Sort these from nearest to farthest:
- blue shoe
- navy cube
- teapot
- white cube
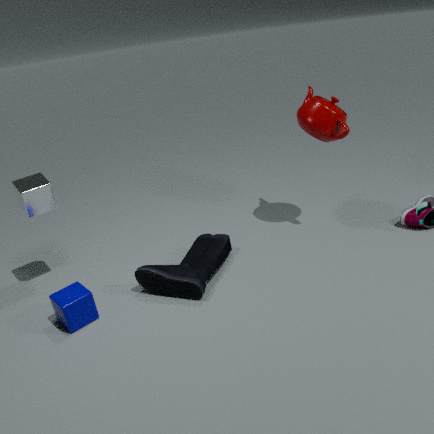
navy cube, blue shoe, white cube, teapot
